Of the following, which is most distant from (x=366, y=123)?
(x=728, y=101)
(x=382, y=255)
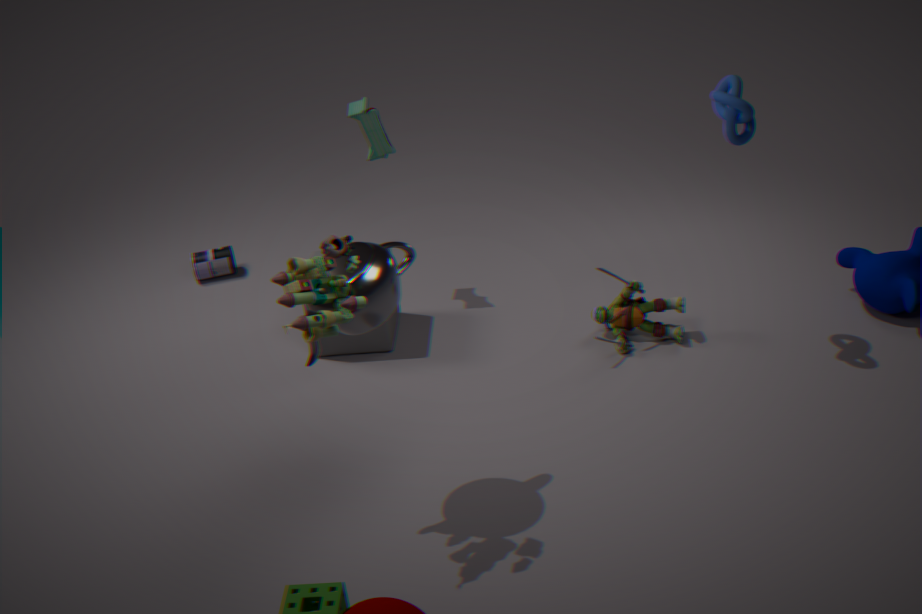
(x=728, y=101)
